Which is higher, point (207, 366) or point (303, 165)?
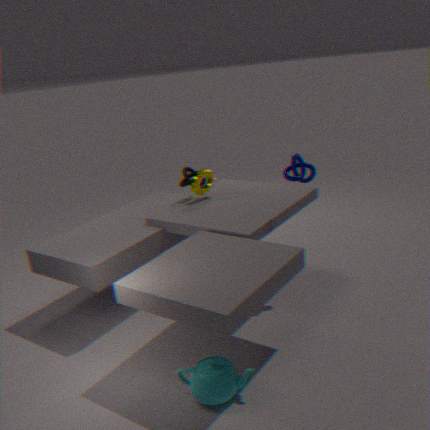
point (303, 165)
